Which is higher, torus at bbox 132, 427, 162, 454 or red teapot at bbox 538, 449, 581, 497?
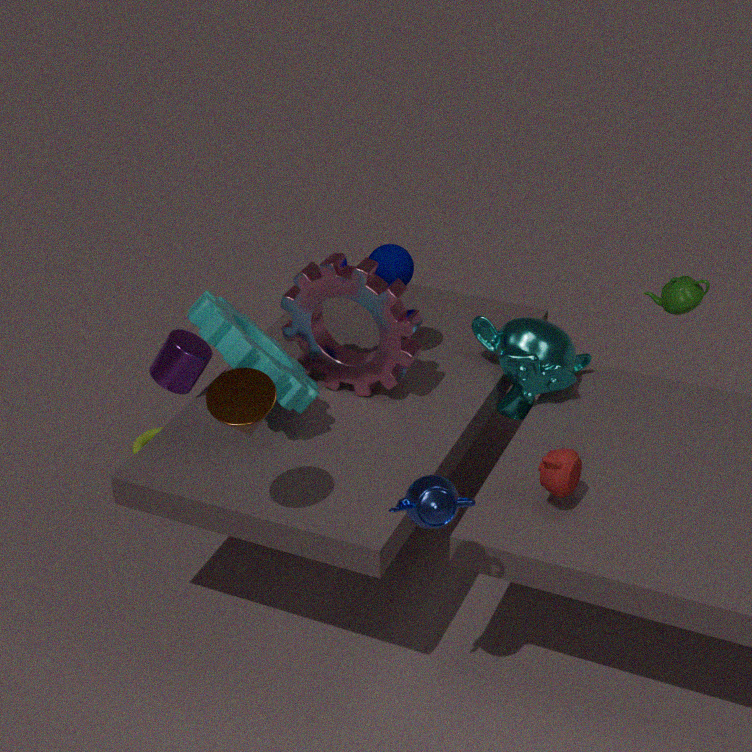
red teapot at bbox 538, 449, 581, 497
